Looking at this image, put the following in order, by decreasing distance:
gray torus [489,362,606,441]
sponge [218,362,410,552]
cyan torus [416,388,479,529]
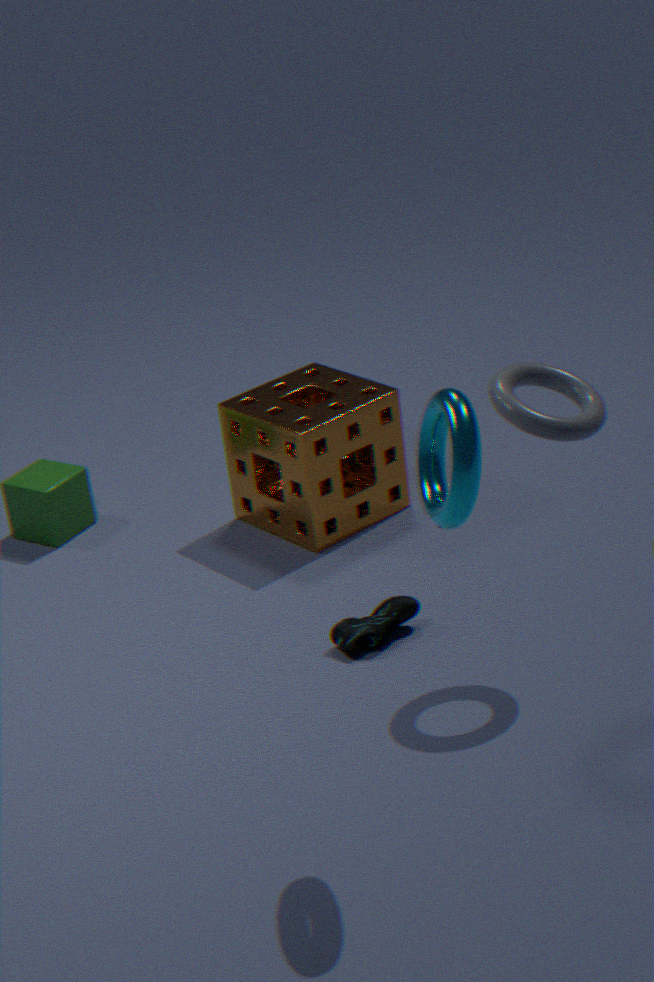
sponge [218,362,410,552], gray torus [489,362,606,441], cyan torus [416,388,479,529]
